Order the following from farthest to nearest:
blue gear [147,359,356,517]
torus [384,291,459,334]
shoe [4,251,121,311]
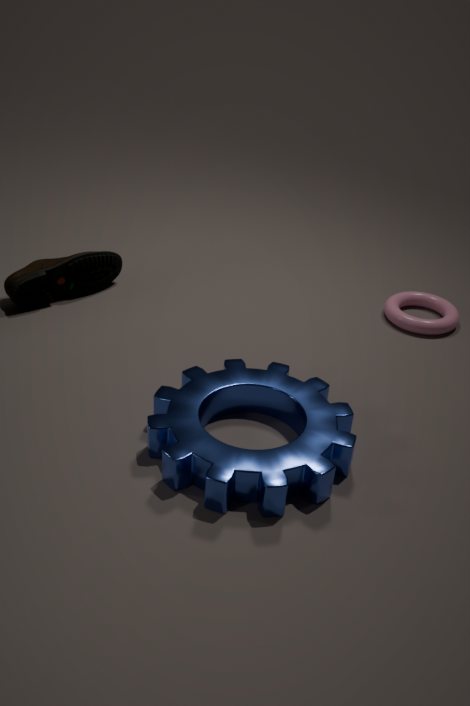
torus [384,291,459,334], shoe [4,251,121,311], blue gear [147,359,356,517]
